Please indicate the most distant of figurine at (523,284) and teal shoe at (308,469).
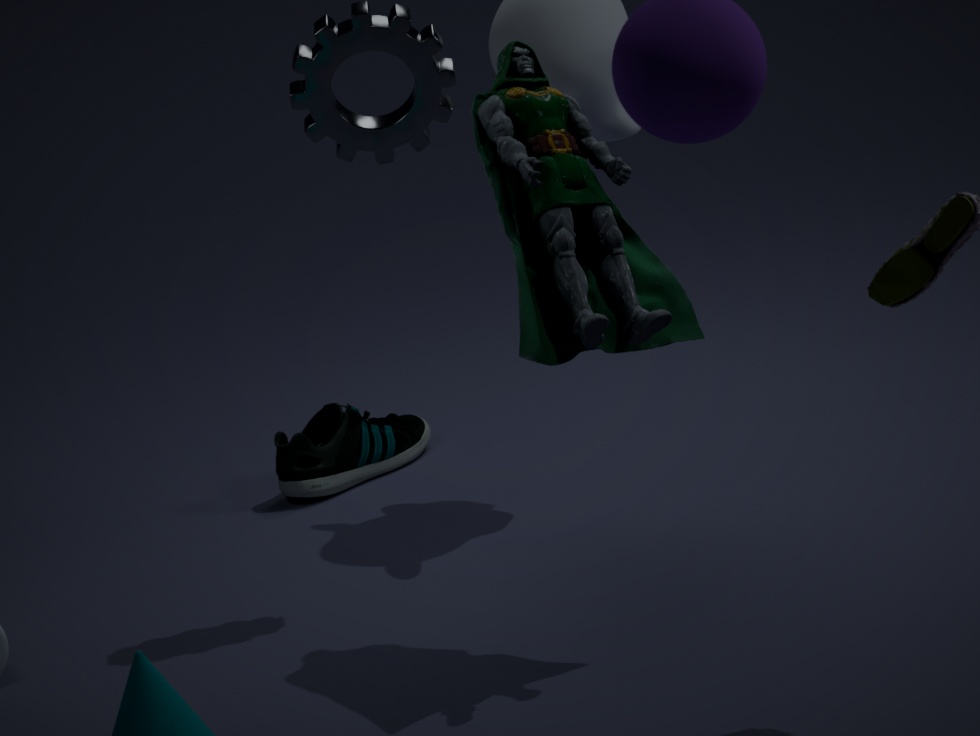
teal shoe at (308,469)
